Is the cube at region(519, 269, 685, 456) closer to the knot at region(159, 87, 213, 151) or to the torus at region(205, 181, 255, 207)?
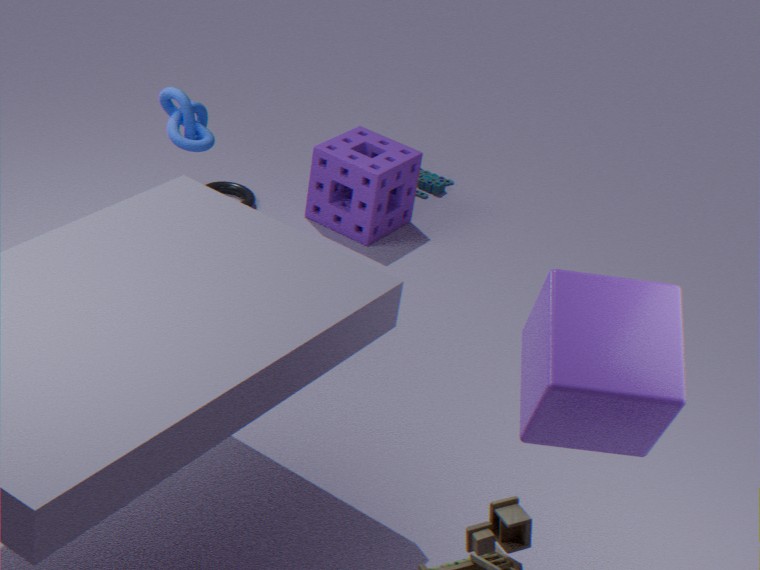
the knot at region(159, 87, 213, 151)
